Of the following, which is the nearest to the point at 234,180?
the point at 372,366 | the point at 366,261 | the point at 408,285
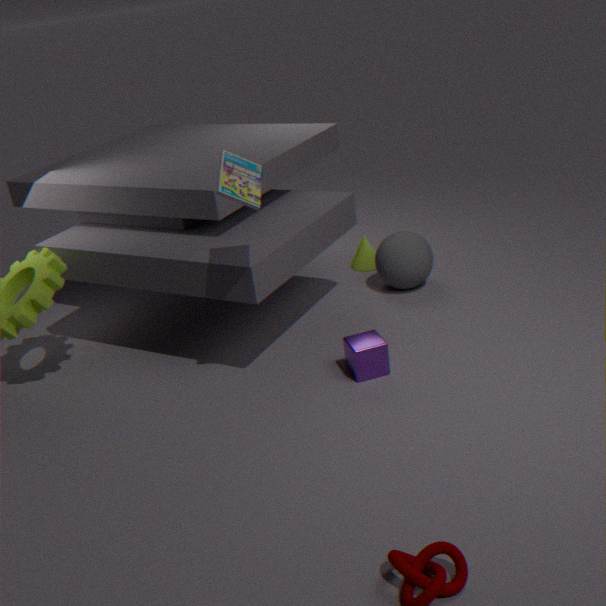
the point at 372,366
